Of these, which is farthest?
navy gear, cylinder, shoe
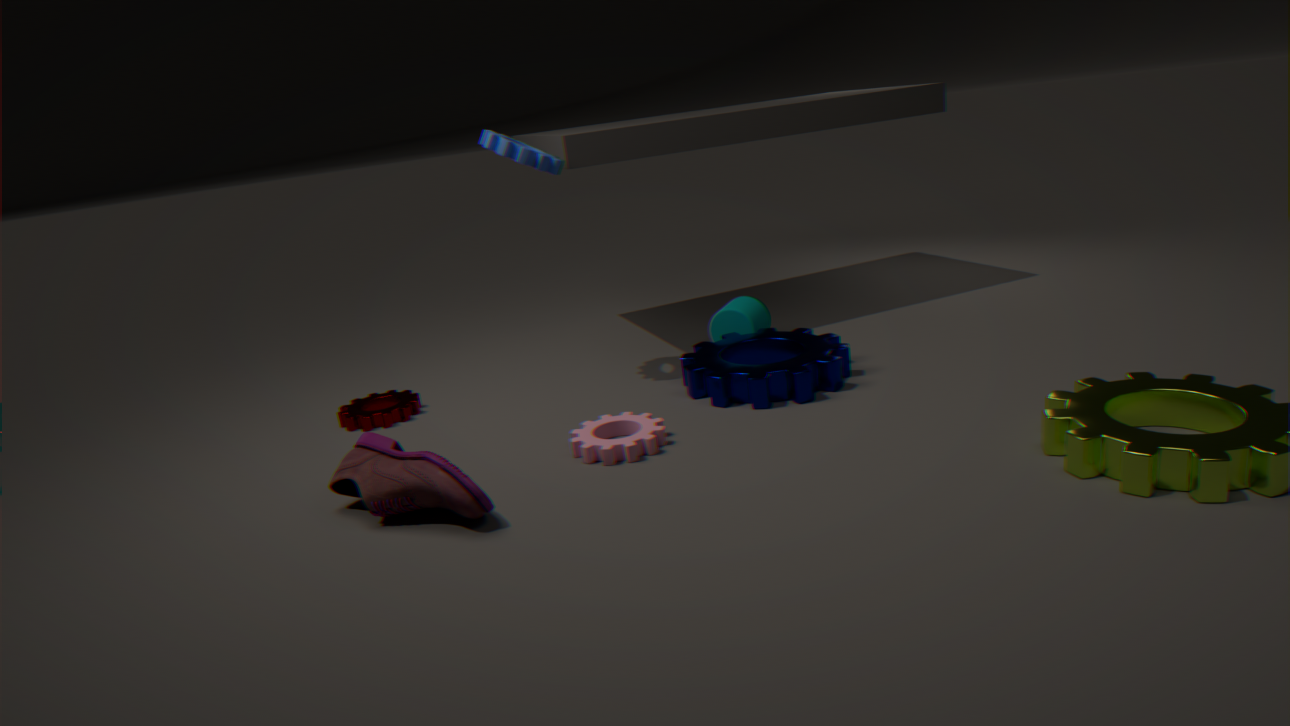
cylinder
